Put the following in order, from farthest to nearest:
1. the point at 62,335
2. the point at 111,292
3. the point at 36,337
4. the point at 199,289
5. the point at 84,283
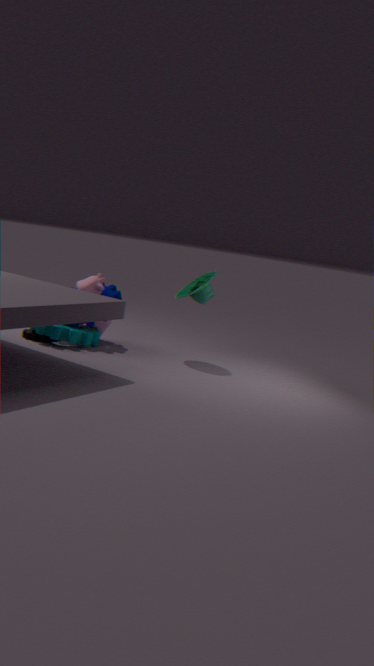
the point at 111,292 → the point at 84,283 → the point at 36,337 → the point at 199,289 → the point at 62,335
